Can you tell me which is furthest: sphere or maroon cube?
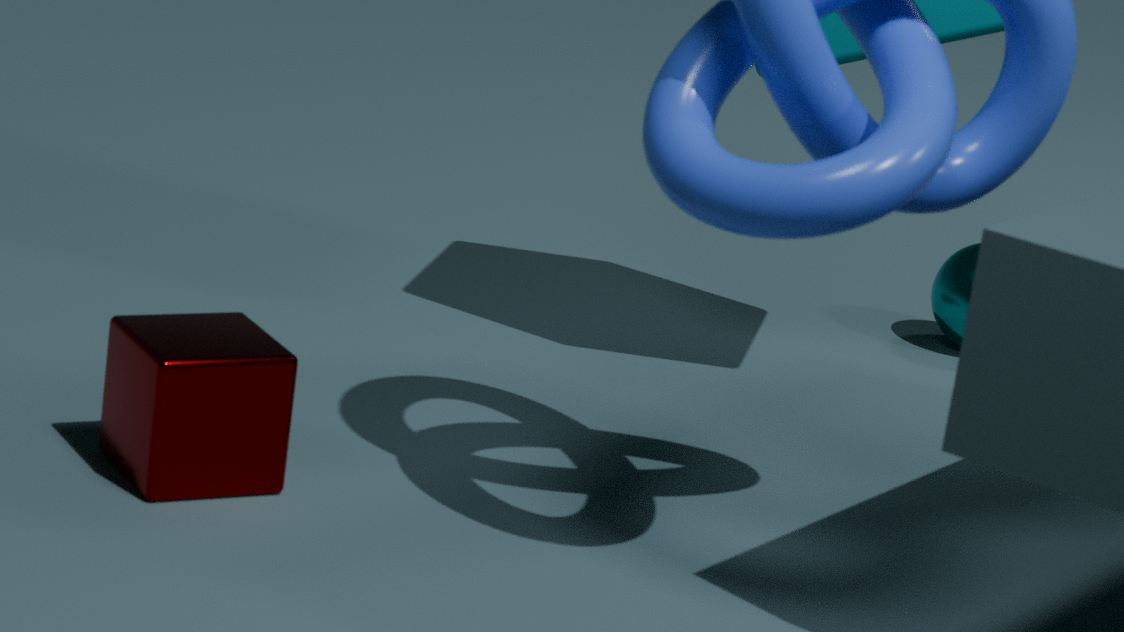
sphere
